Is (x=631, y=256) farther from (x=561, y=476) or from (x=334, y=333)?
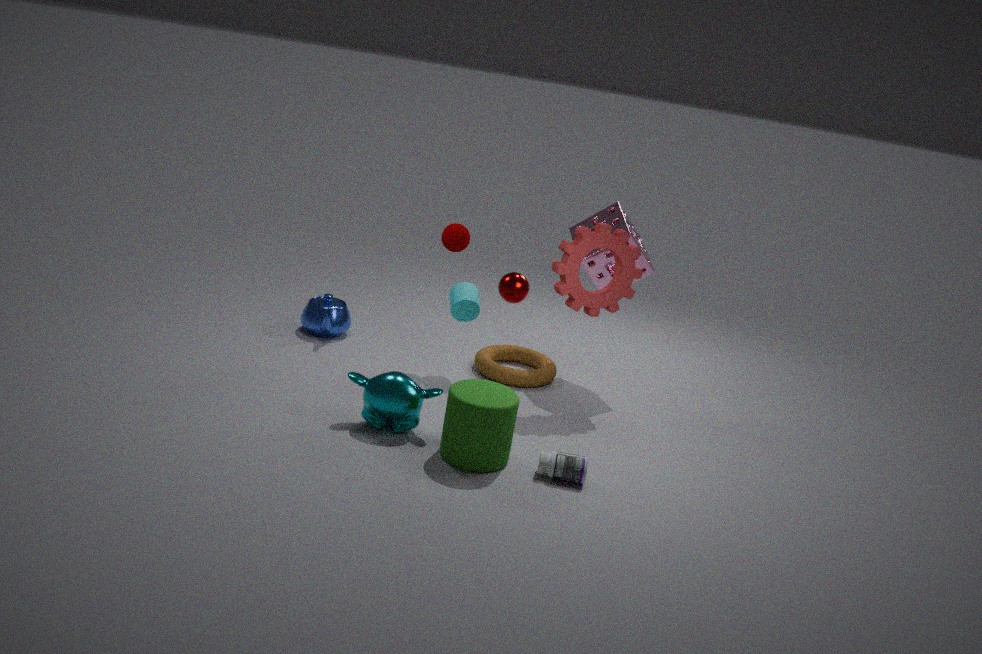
(x=334, y=333)
